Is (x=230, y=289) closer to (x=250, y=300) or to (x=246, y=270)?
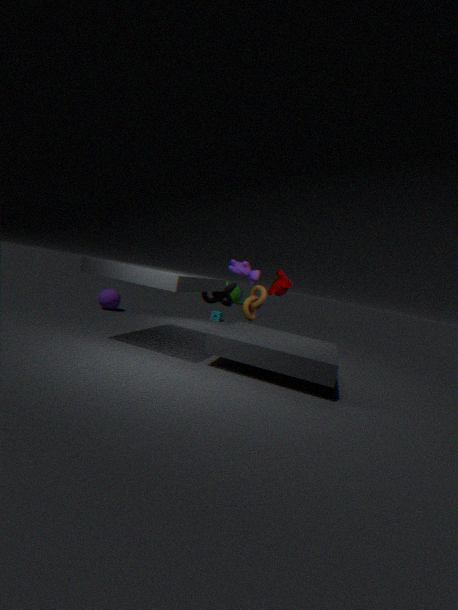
(x=246, y=270)
